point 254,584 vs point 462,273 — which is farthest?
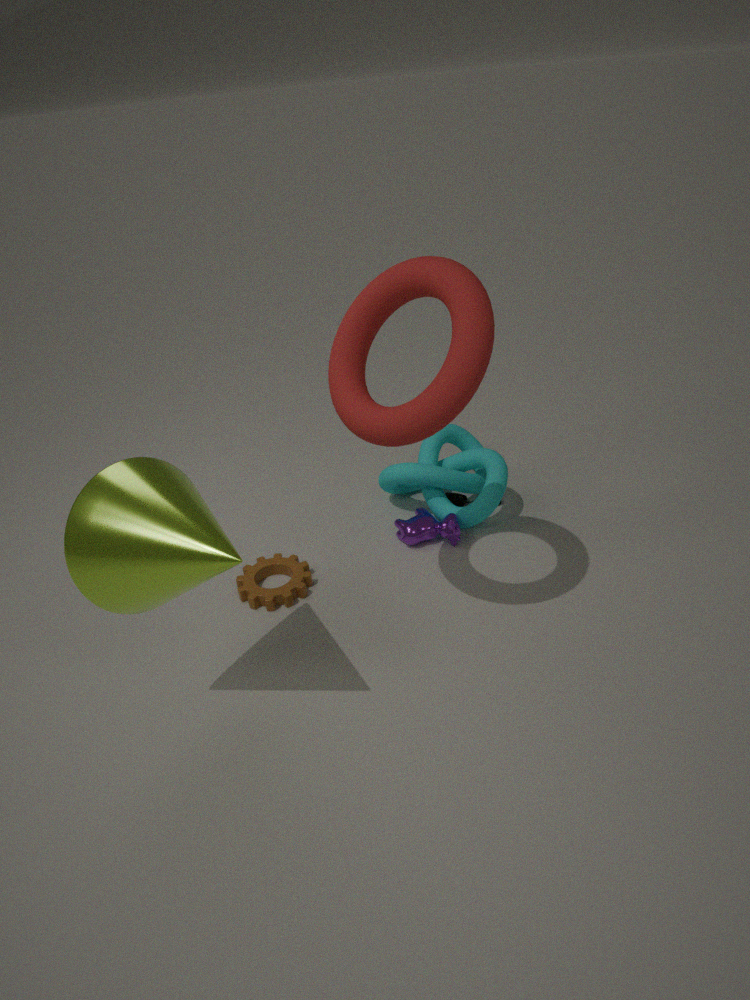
point 254,584
